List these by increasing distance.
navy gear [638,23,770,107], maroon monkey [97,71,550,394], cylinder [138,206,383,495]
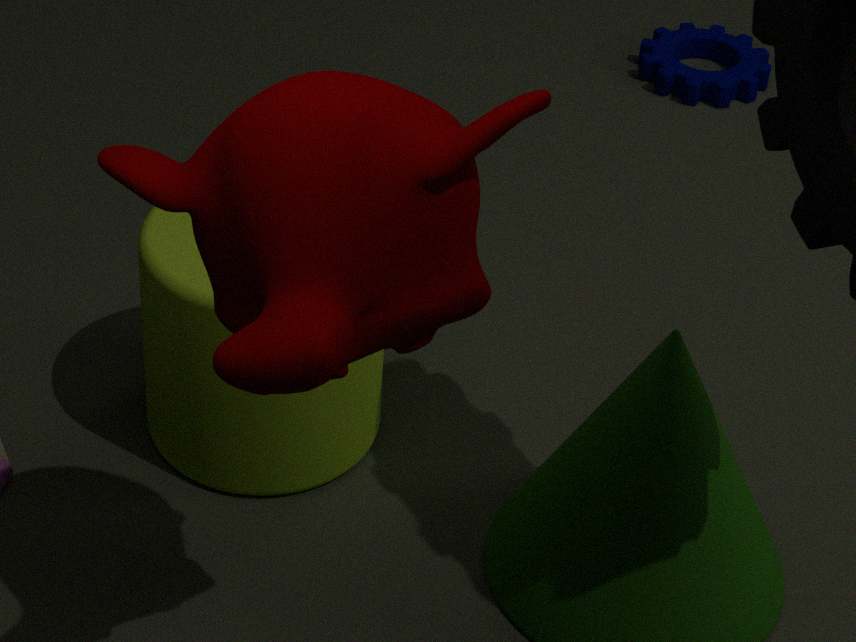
maroon monkey [97,71,550,394]
cylinder [138,206,383,495]
navy gear [638,23,770,107]
